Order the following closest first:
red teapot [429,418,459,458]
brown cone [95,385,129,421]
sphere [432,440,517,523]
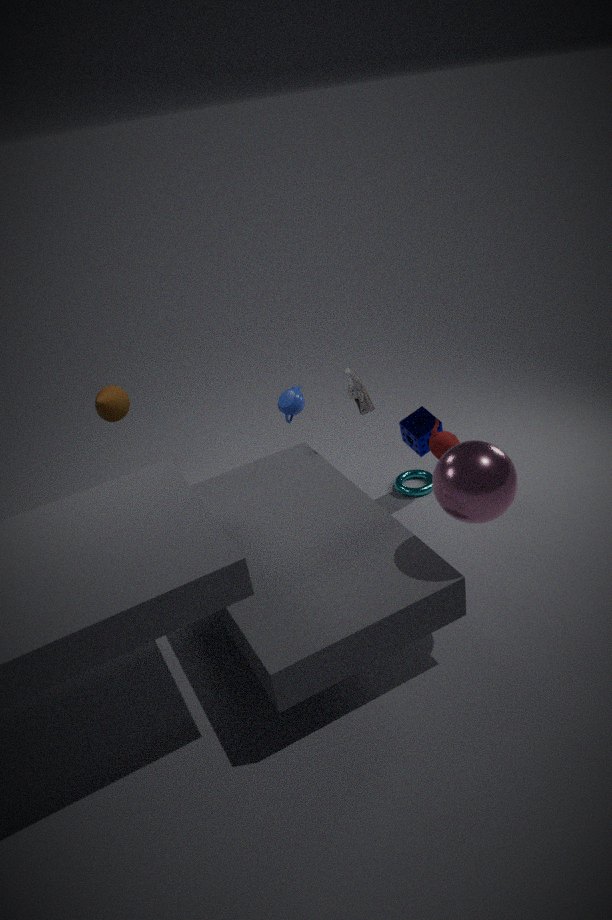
sphere [432,440,517,523], red teapot [429,418,459,458], brown cone [95,385,129,421]
